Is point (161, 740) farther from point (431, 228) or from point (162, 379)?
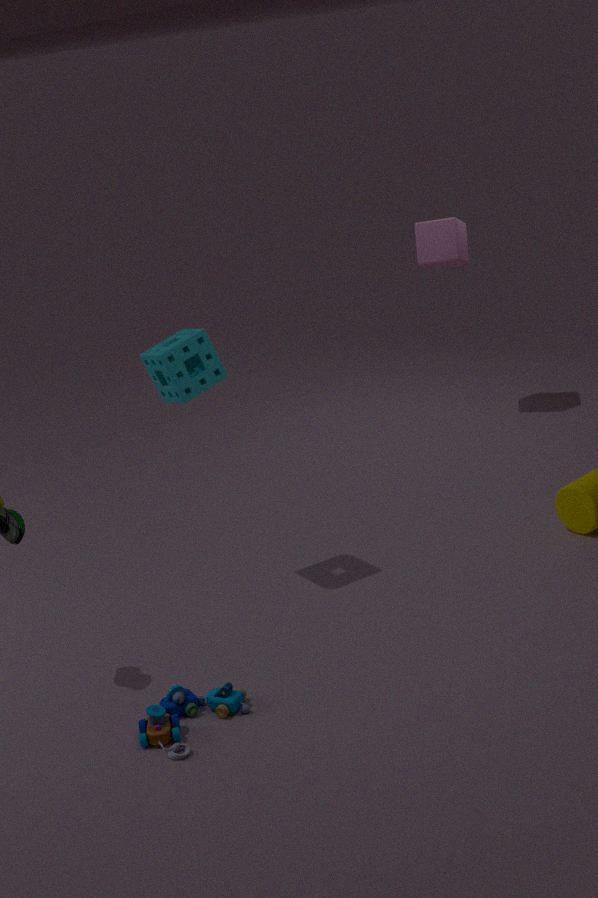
point (431, 228)
